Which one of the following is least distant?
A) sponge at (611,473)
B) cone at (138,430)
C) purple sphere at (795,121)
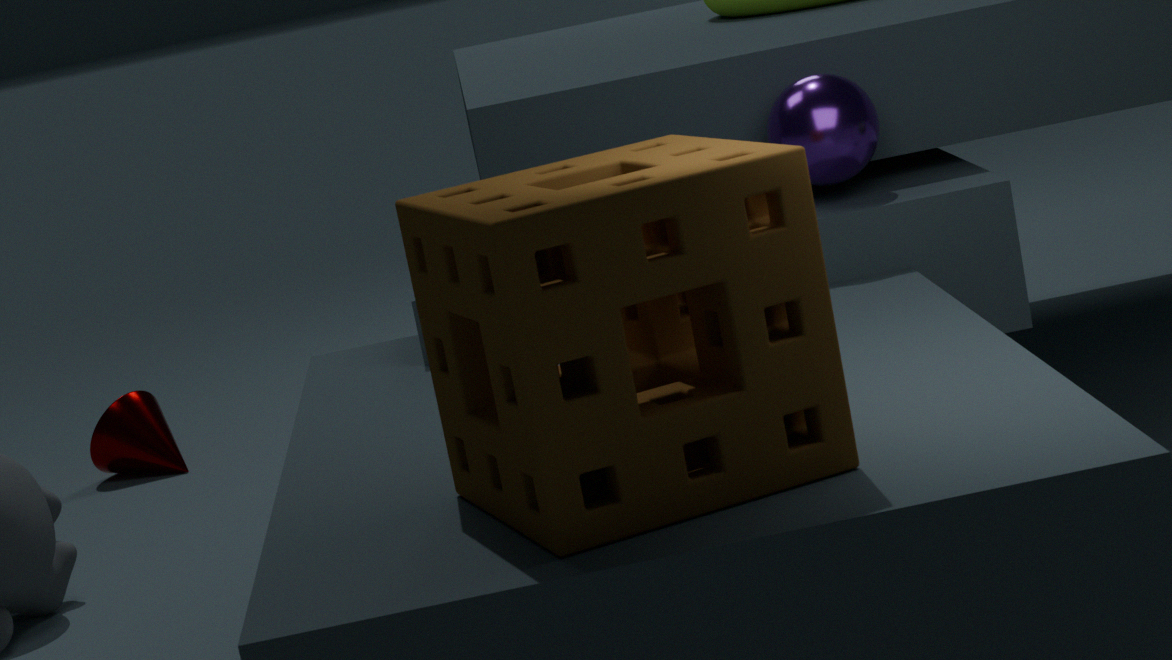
sponge at (611,473)
